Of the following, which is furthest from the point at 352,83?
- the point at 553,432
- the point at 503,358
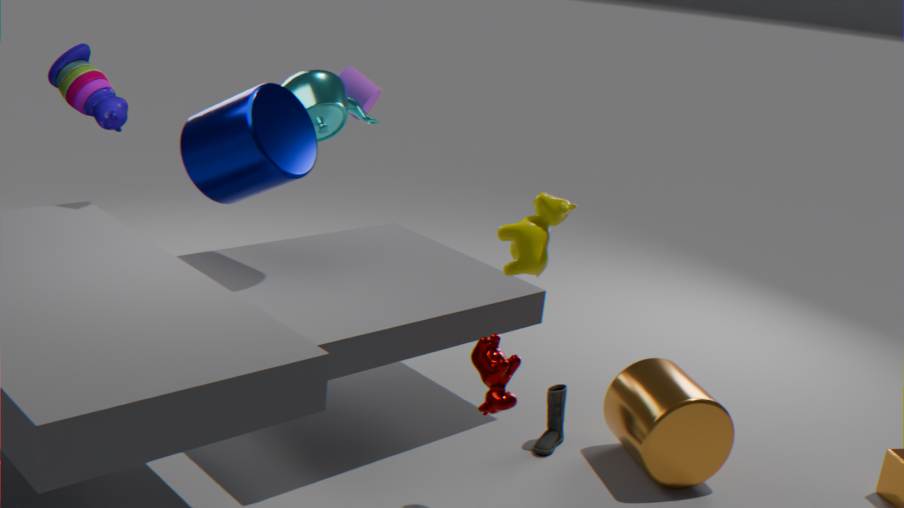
the point at 503,358
